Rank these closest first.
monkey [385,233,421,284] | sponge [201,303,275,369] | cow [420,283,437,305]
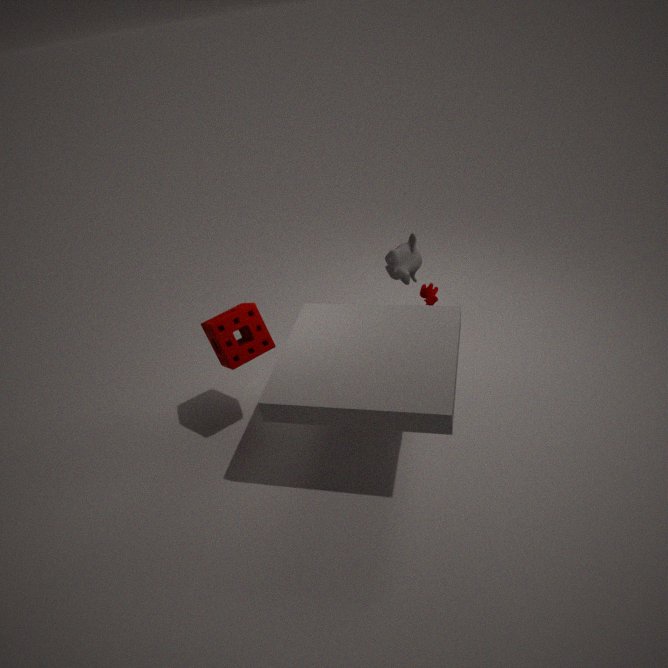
sponge [201,303,275,369] < monkey [385,233,421,284] < cow [420,283,437,305]
